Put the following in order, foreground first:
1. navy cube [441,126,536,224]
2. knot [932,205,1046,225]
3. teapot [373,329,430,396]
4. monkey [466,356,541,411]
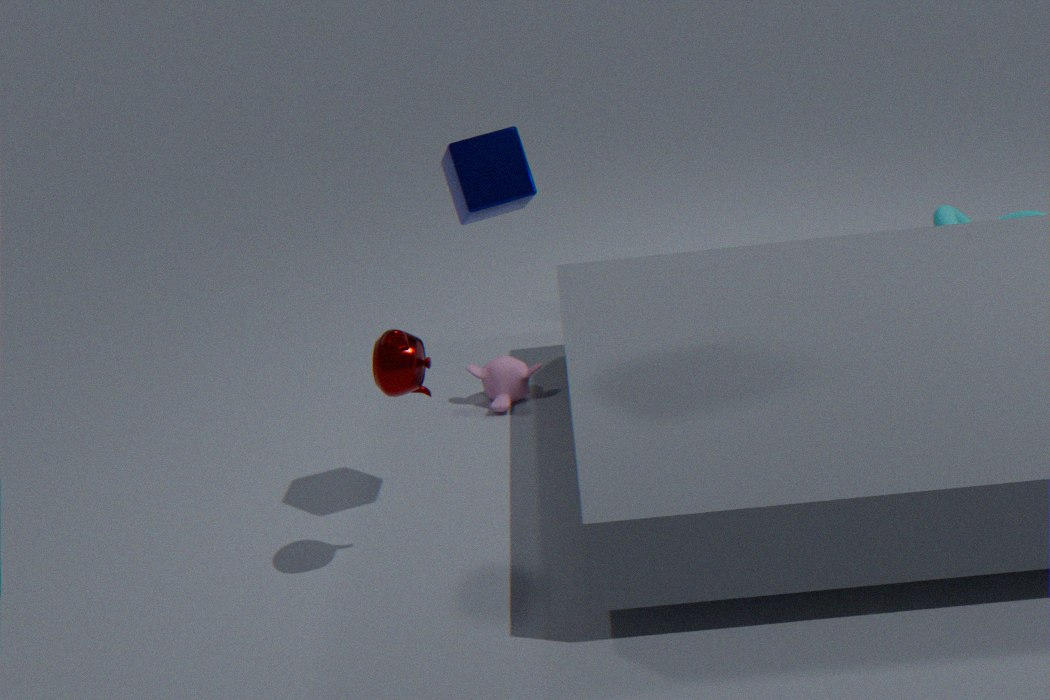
teapot [373,329,430,396] → navy cube [441,126,536,224] → monkey [466,356,541,411] → knot [932,205,1046,225]
